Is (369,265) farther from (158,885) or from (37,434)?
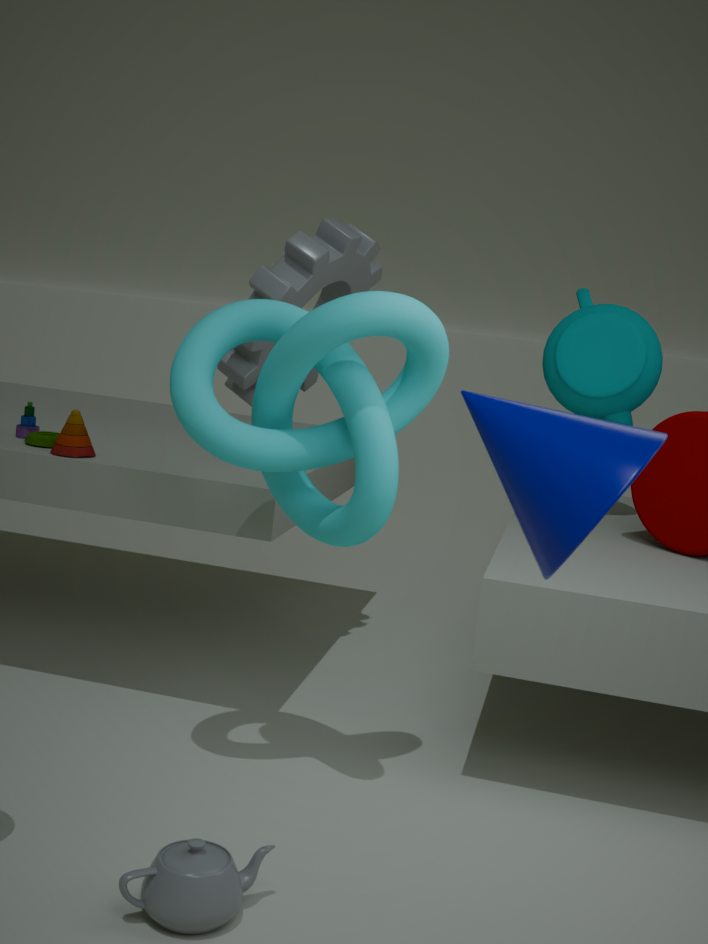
(158,885)
